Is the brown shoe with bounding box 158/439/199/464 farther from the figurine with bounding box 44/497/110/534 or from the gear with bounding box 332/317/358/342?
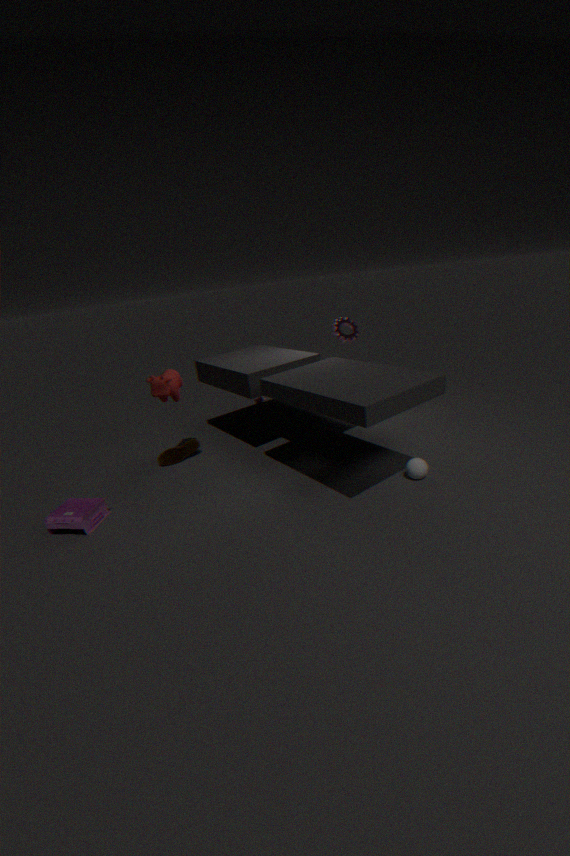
the gear with bounding box 332/317/358/342
